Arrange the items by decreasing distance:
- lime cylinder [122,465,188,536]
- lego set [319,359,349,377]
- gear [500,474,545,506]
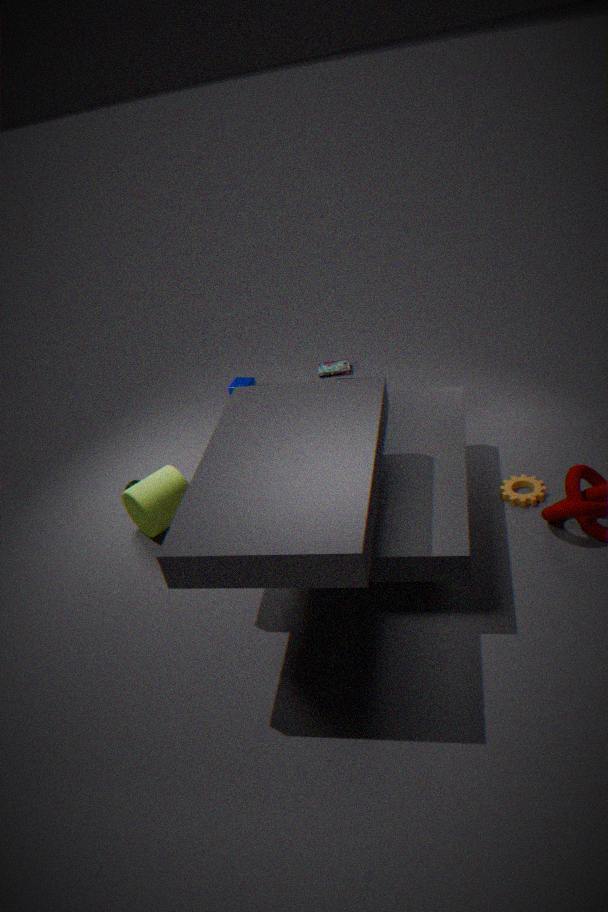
lego set [319,359,349,377], lime cylinder [122,465,188,536], gear [500,474,545,506]
